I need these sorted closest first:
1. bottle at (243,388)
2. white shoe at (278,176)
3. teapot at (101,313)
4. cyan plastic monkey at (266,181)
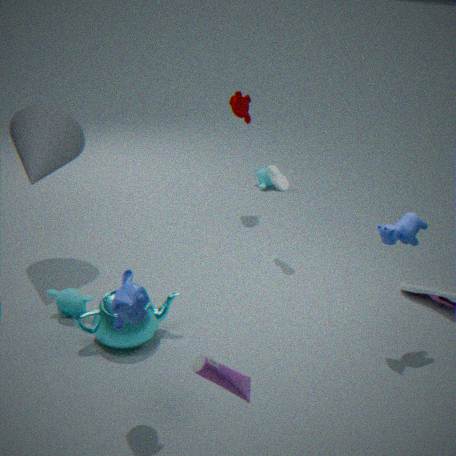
bottle at (243,388) < teapot at (101,313) < white shoe at (278,176) < cyan plastic monkey at (266,181)
